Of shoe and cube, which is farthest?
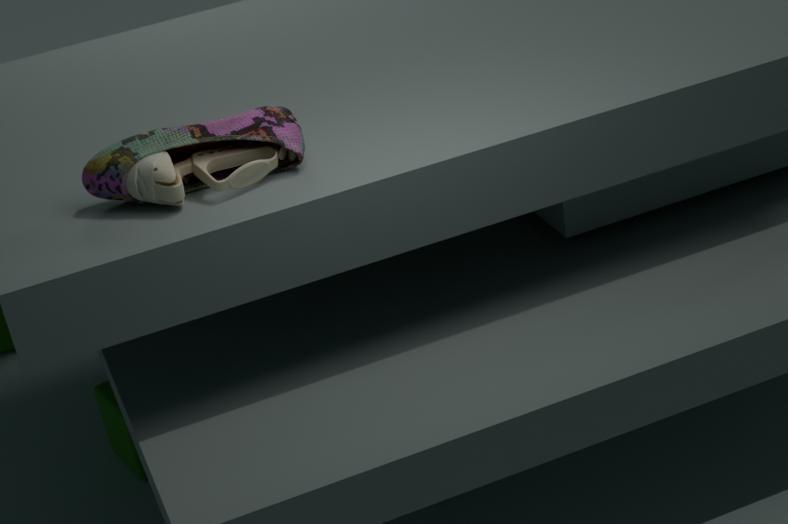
cube
